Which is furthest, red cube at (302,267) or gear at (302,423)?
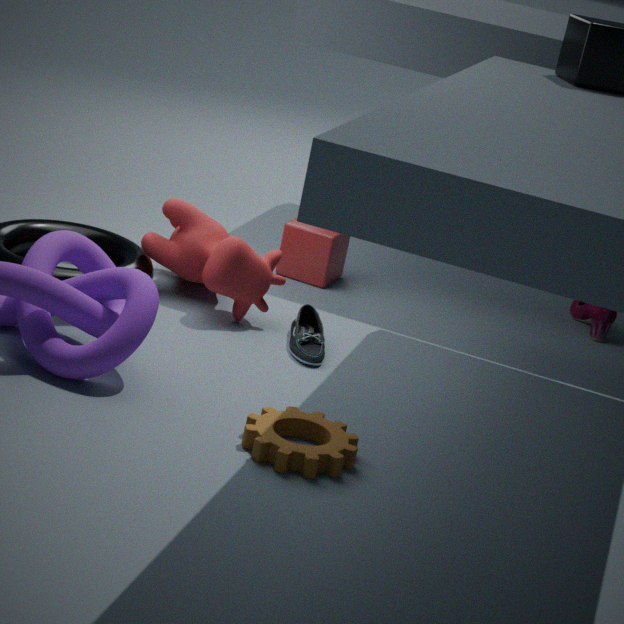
red cube at (302,267)
